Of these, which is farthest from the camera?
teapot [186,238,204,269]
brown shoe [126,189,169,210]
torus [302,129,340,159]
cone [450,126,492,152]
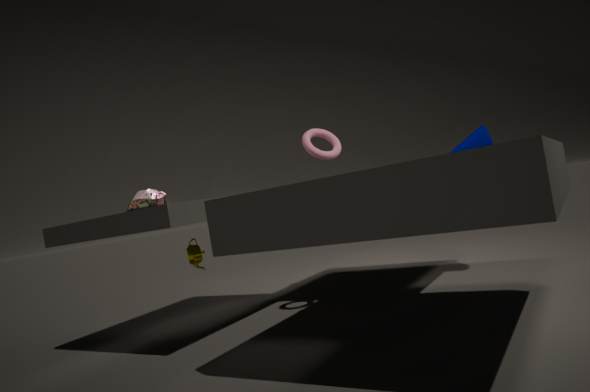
teapot [186,238,204,269]
